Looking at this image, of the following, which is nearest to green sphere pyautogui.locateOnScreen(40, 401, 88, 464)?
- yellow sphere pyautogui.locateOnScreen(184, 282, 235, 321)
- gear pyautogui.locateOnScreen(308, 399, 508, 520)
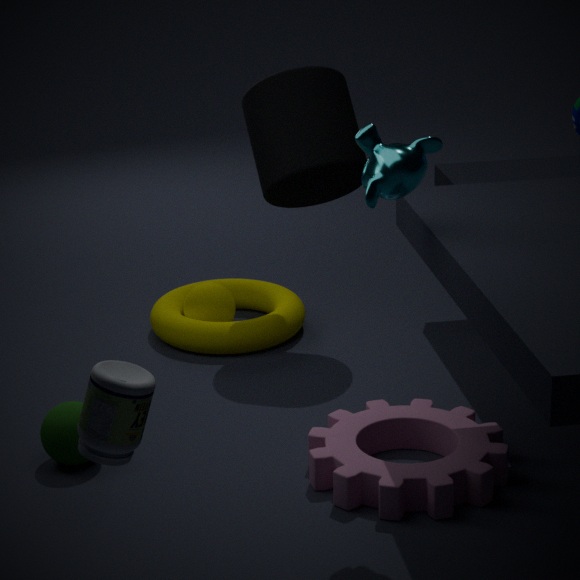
gear pyautogui.locateOnScreen(308, 399, 508, 520)
